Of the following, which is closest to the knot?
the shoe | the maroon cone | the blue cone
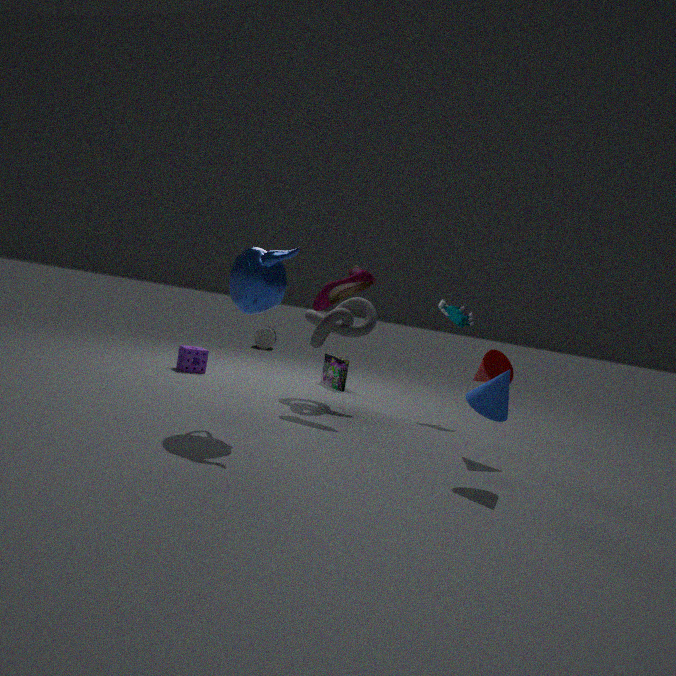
the shoe
